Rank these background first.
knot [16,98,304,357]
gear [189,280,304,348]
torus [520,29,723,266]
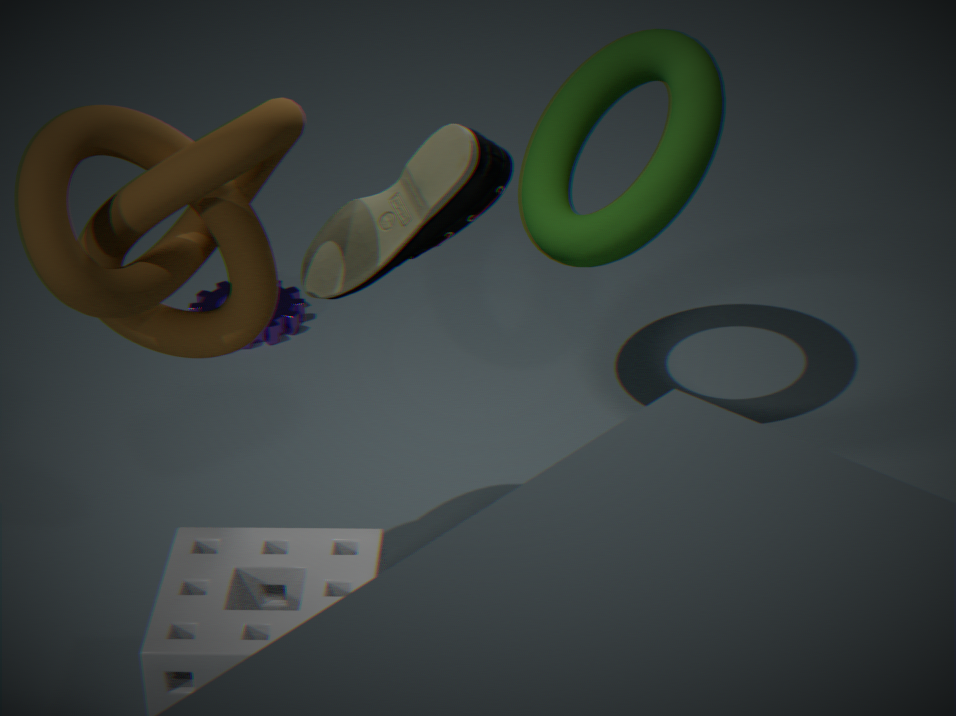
gear [189,280,304,348]
torus [520,29,723,266]
knot [16,98,304,357]
